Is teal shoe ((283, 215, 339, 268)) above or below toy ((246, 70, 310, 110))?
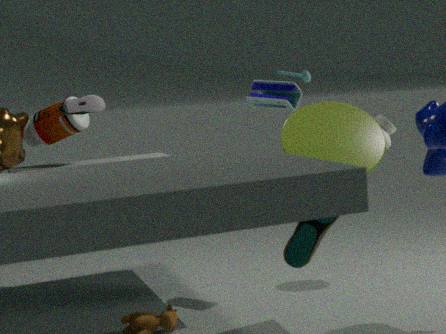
below
